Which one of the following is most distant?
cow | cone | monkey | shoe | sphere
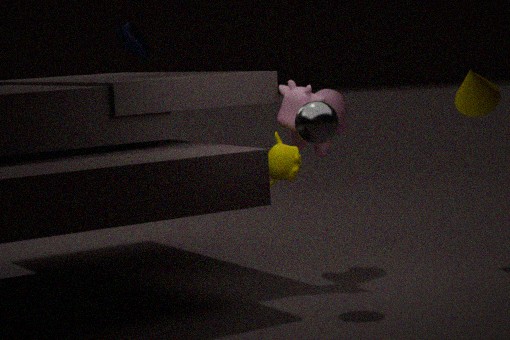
shoe
